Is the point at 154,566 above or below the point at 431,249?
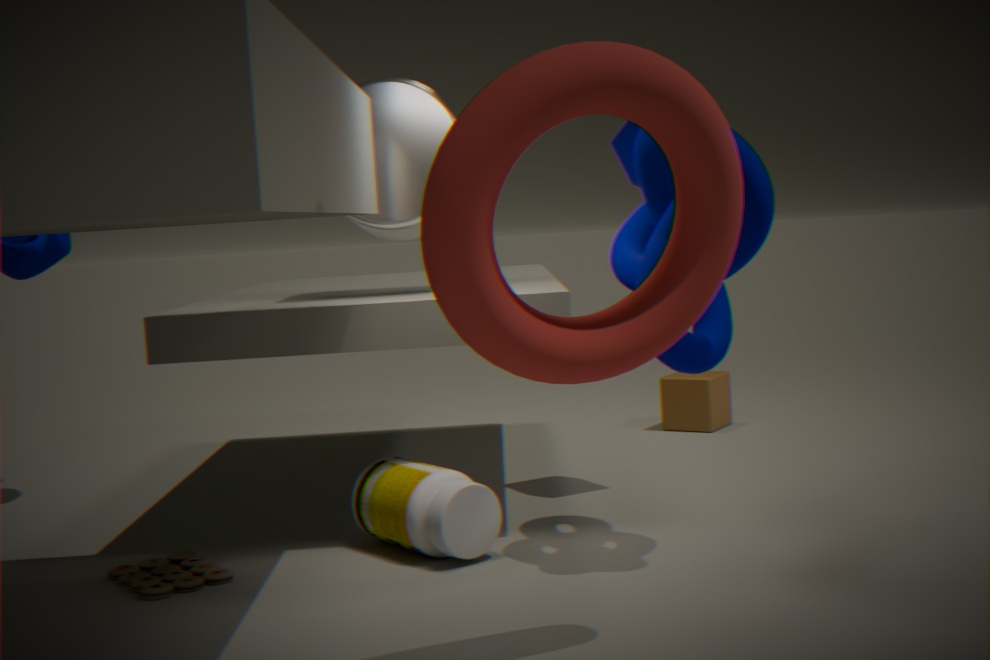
below
